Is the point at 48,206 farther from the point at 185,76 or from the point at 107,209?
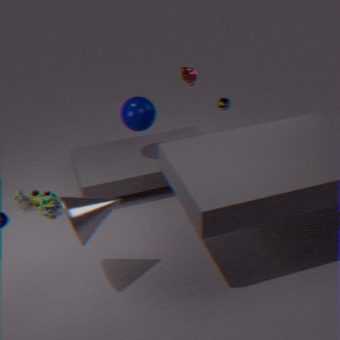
the point at 185,76
